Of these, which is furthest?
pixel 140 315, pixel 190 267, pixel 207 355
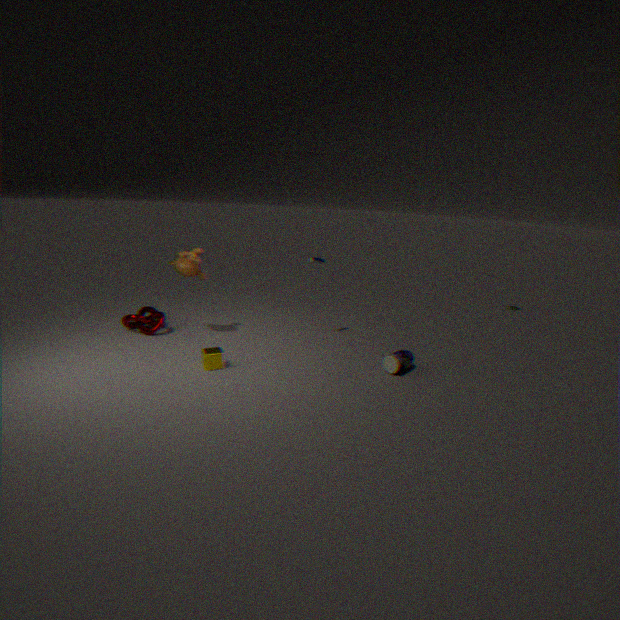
pixel 140 315
